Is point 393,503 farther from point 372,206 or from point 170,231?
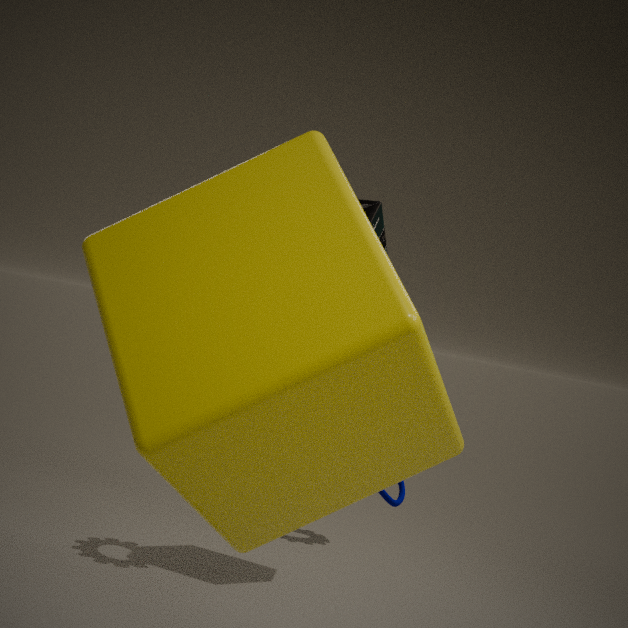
point 170,231
